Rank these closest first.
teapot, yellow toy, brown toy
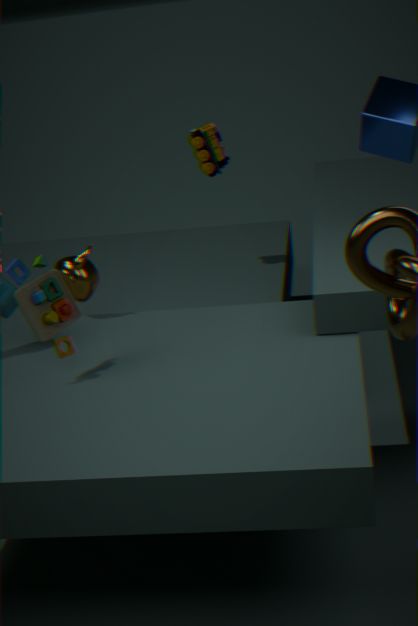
brown toy
teapot
yellow toy
